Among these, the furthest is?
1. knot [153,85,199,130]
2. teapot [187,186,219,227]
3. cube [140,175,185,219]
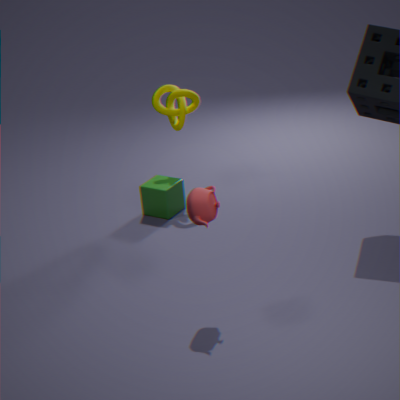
knot [153,85,199,130]
